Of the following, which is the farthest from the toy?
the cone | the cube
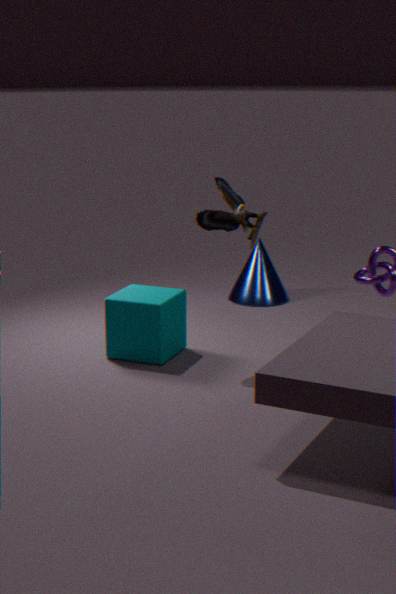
the cone
